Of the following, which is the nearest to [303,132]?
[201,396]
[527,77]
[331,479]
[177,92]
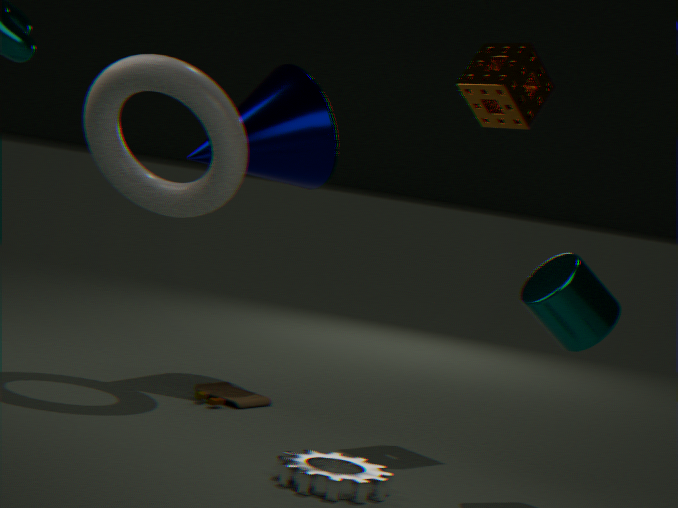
[177,92]
